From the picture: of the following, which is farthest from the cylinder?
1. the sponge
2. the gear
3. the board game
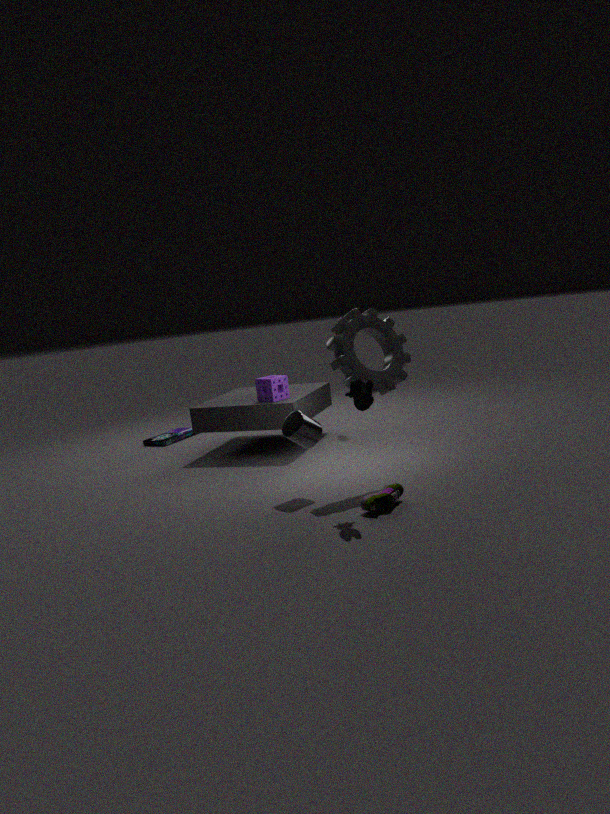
the board game
